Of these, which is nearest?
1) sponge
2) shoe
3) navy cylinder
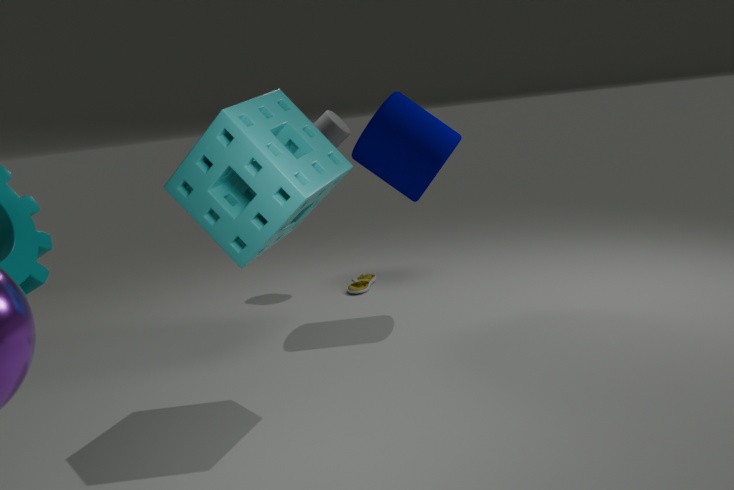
1. sponge
